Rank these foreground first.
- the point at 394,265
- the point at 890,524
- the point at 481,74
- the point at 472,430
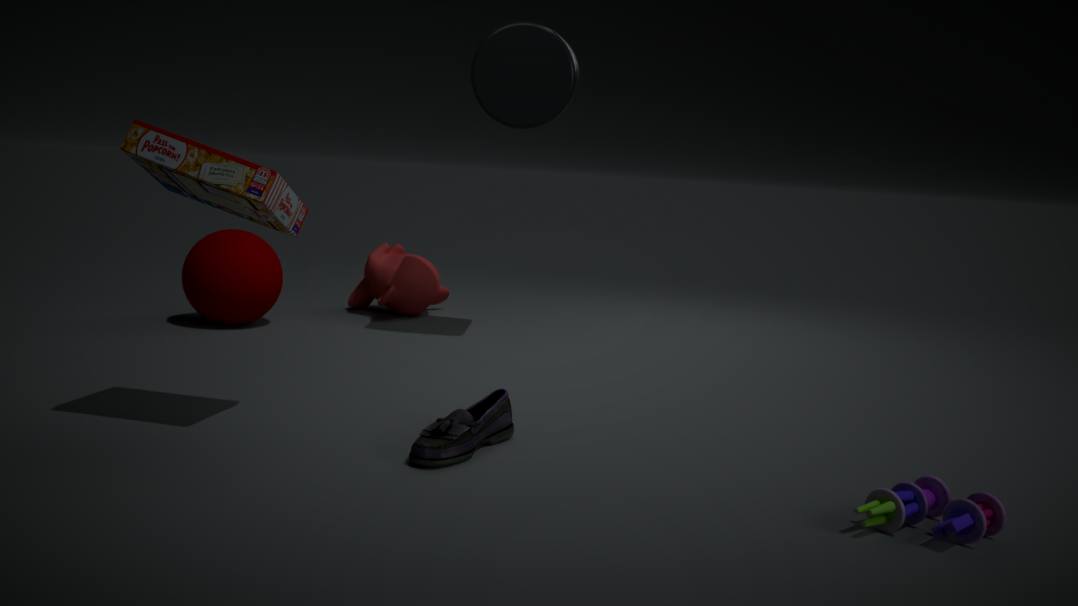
the point at 890,524, the point at 472,430, the point at 481,74, the point at 394,265
